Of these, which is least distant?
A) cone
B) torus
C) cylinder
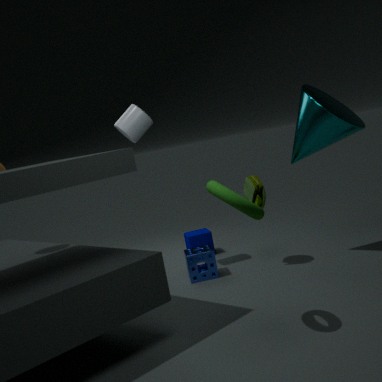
torus
